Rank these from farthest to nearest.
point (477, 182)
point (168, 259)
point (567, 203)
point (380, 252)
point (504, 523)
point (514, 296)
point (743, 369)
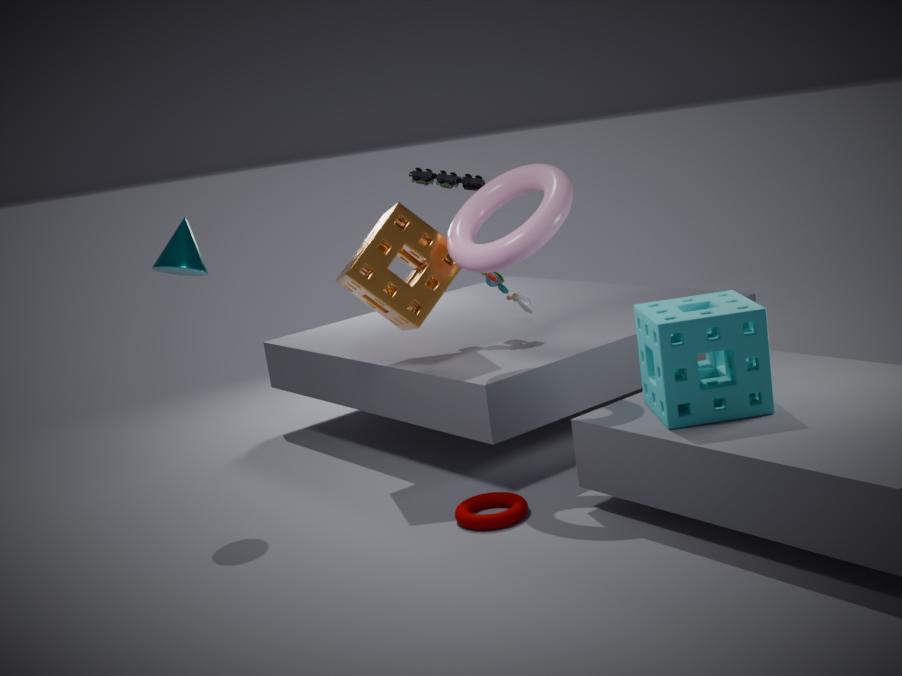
point (477, 182)
point (514, 296)
point (380, 252)
point (168, 259)
point (567, 203)
point (504, 523)
point (743, 369)
